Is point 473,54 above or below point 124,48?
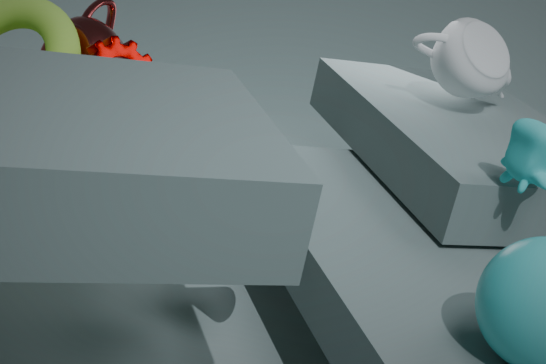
above
